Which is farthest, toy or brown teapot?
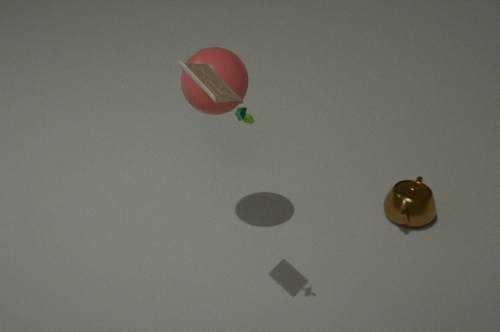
brown teapot
